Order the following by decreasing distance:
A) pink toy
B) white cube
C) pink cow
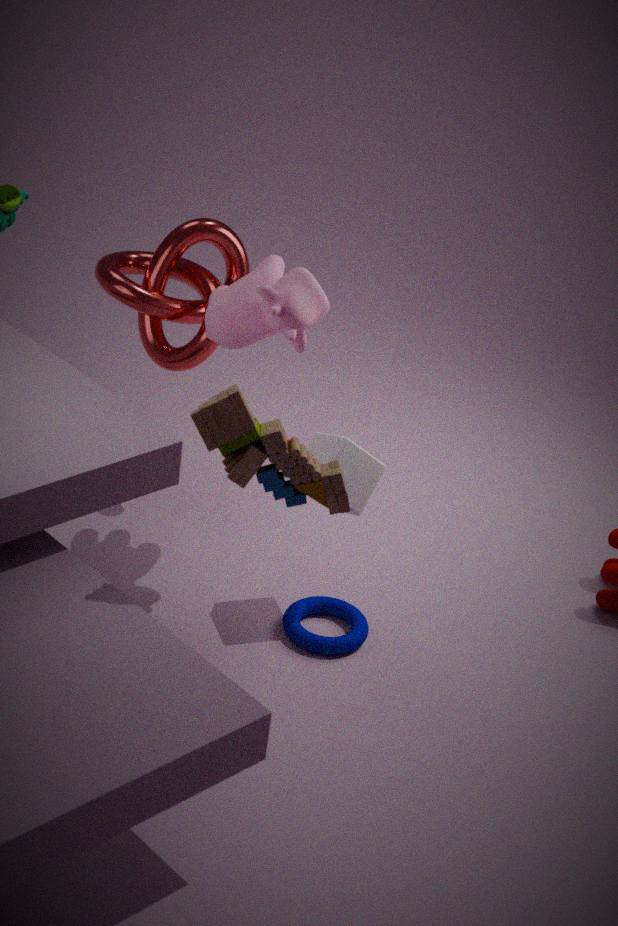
white cube < pink cow < pink toy
